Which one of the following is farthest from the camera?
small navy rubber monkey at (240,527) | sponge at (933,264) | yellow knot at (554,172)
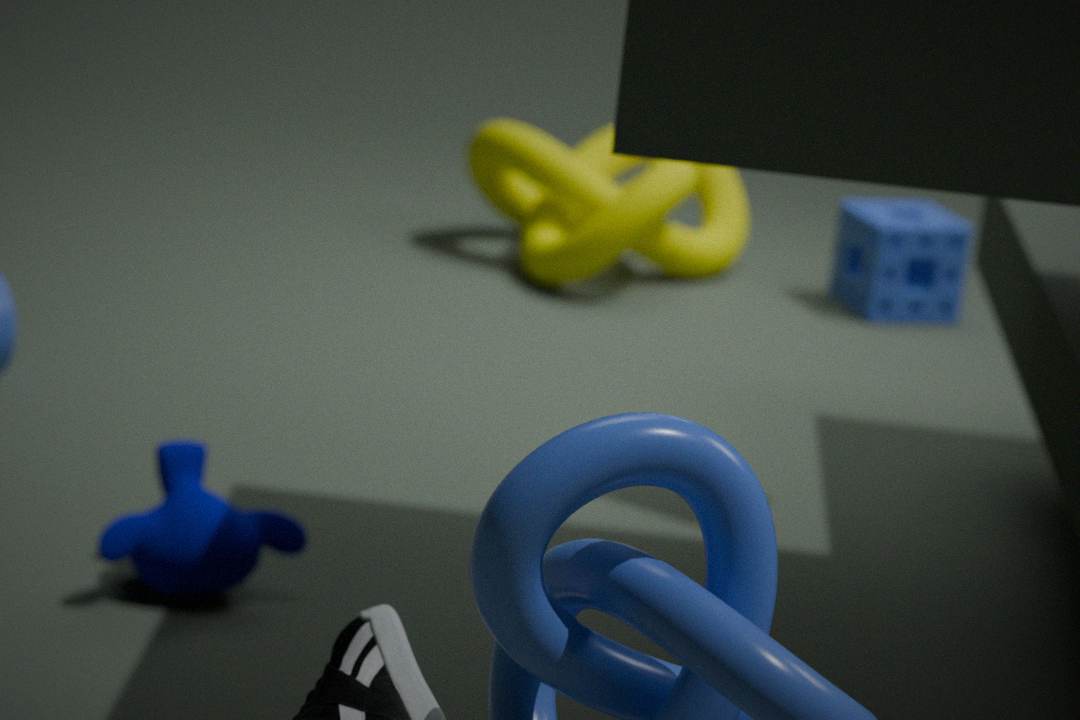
sponge at (933,264)
